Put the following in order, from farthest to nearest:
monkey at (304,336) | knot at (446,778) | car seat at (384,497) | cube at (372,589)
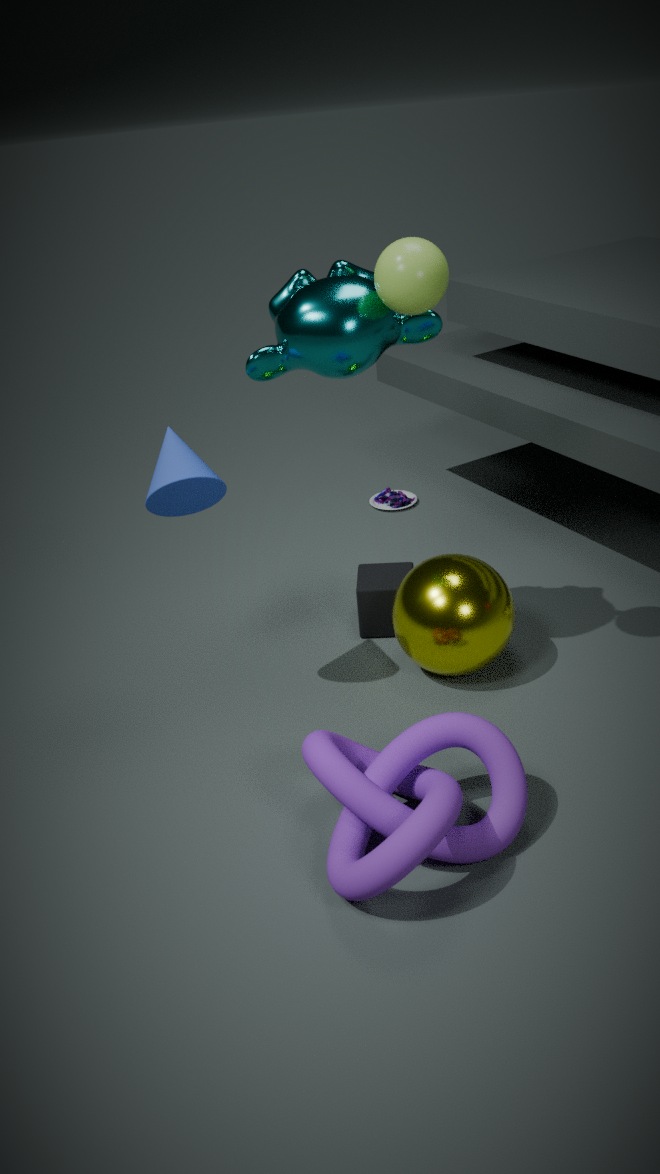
car seat at (384,497)
cube at (372,589)
monkey at (304,336)
knot at (446,778)
